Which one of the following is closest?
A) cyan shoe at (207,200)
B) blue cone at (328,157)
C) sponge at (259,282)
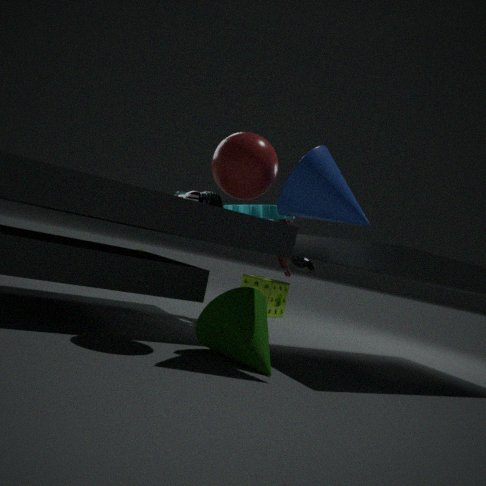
blue cone at (328,157)
